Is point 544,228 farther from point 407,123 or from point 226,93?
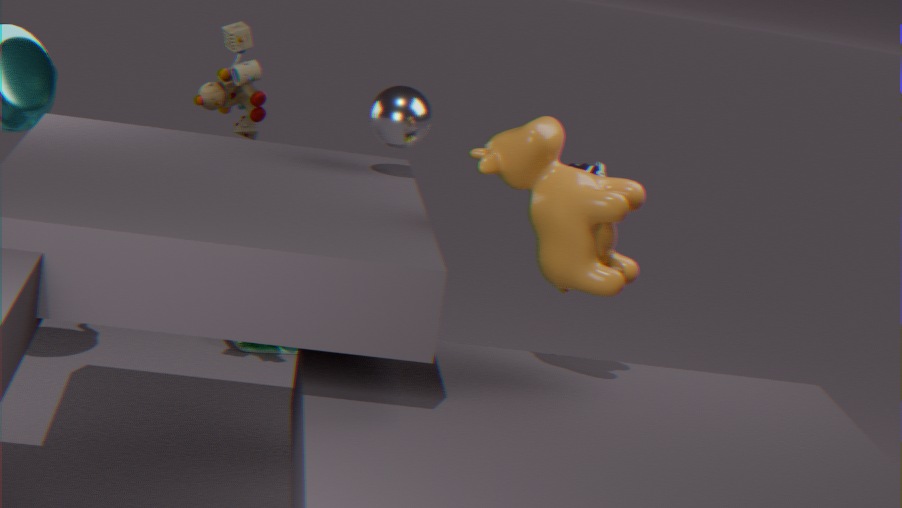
point 226,93
